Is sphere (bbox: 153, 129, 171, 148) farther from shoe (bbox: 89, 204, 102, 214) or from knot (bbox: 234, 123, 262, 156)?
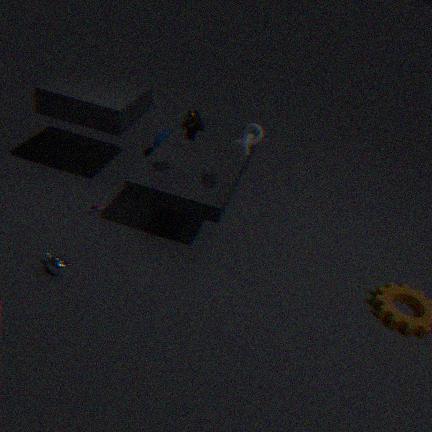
knot (bbox: 234, 123, 262, 156)
